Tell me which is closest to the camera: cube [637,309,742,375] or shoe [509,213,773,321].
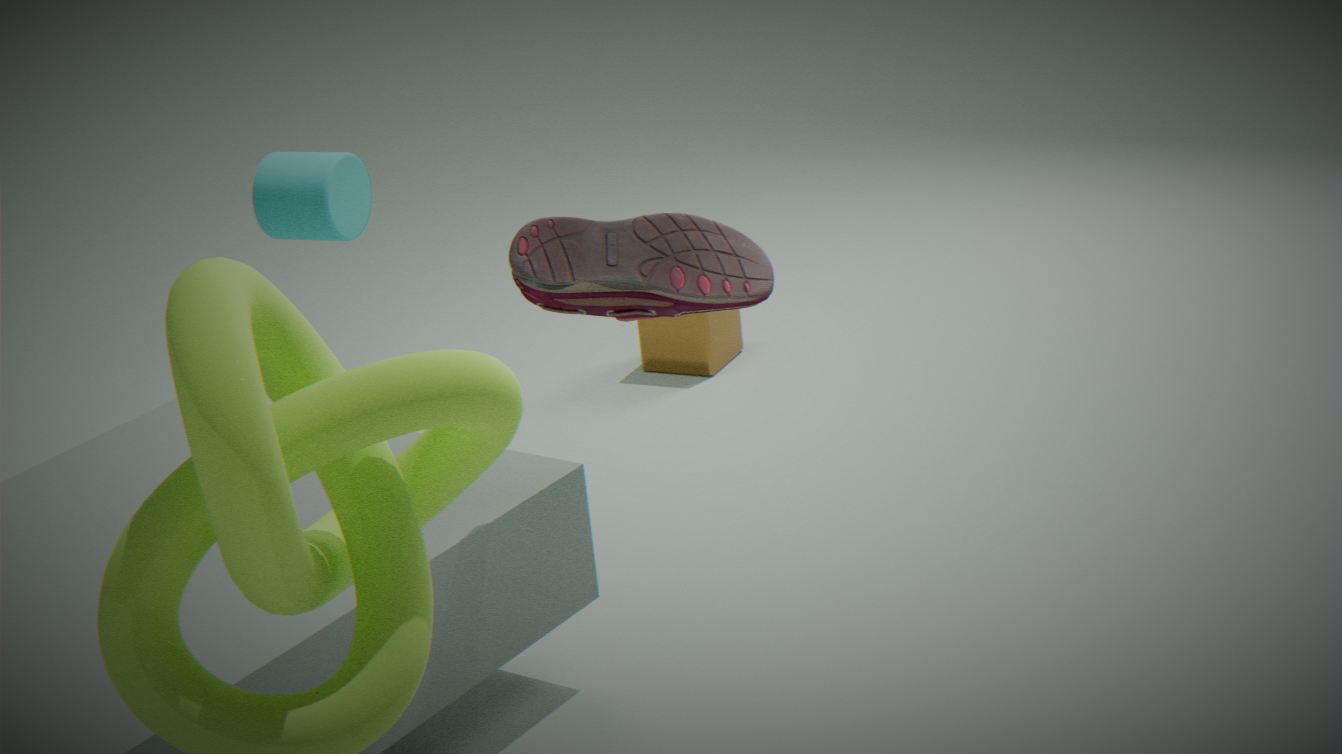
shoe [509,213,773,321]
